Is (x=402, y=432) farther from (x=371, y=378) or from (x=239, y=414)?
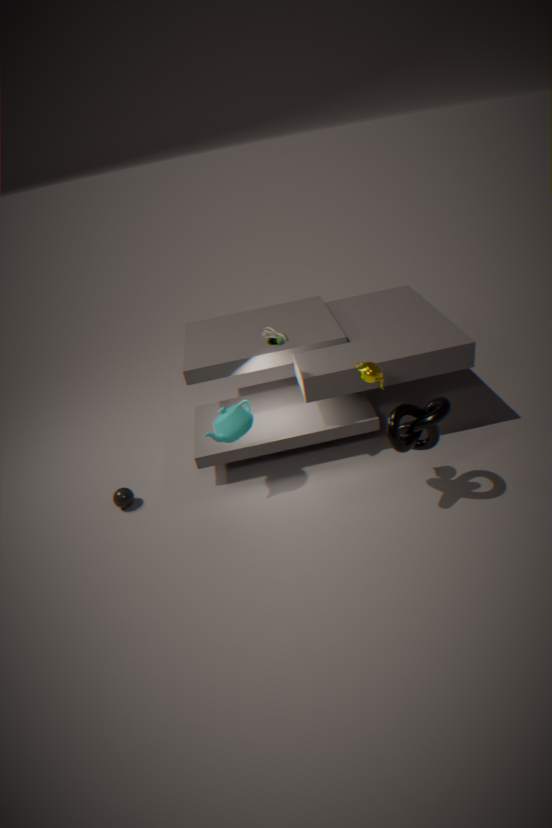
(x=239, y=414)
